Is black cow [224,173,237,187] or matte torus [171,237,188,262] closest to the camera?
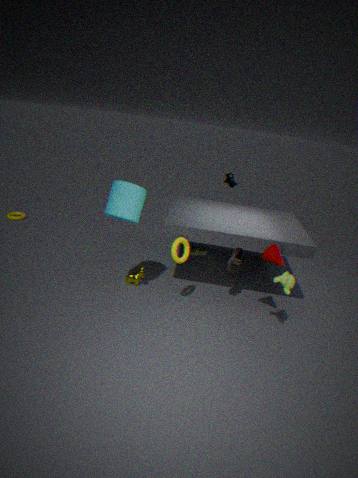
matte torus [171,237,188,262]
